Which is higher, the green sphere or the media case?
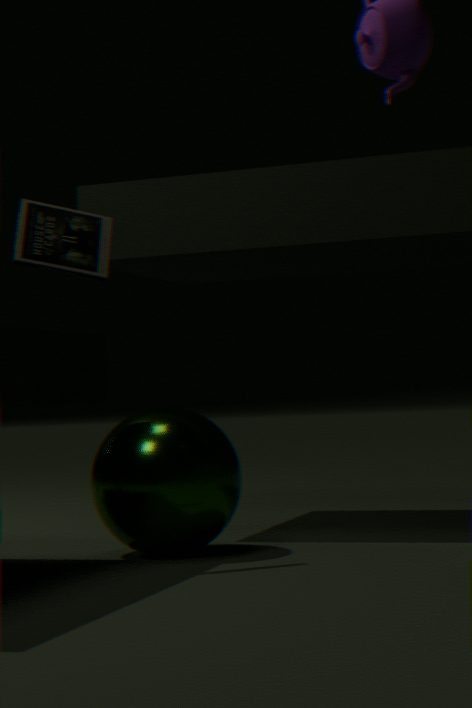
the media case
